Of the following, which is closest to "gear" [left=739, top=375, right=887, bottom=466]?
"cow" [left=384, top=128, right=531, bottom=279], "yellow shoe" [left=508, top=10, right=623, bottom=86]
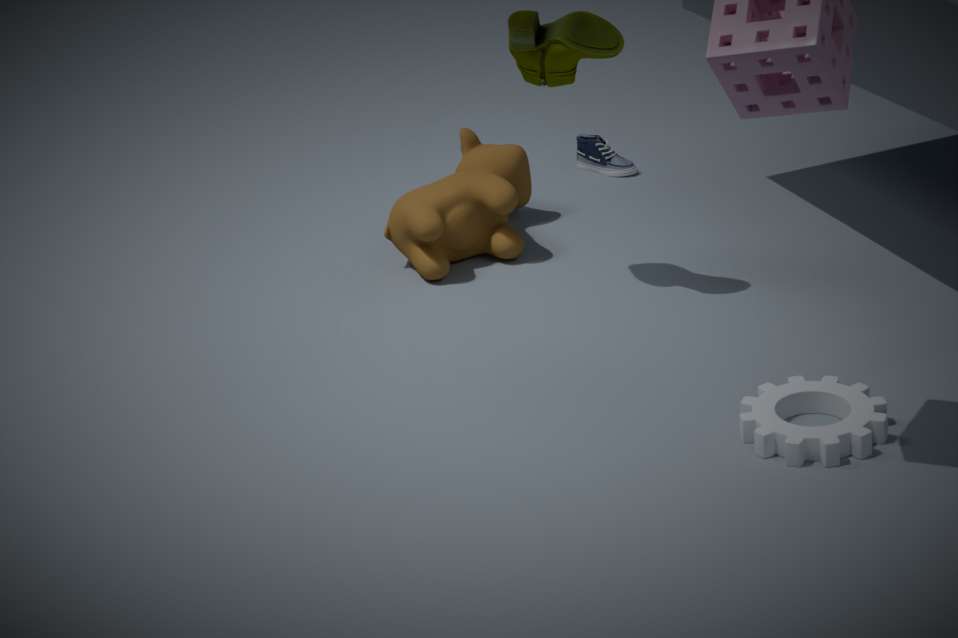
"yellow shoe" [left=508, top=10, right=623, bottom=86]
